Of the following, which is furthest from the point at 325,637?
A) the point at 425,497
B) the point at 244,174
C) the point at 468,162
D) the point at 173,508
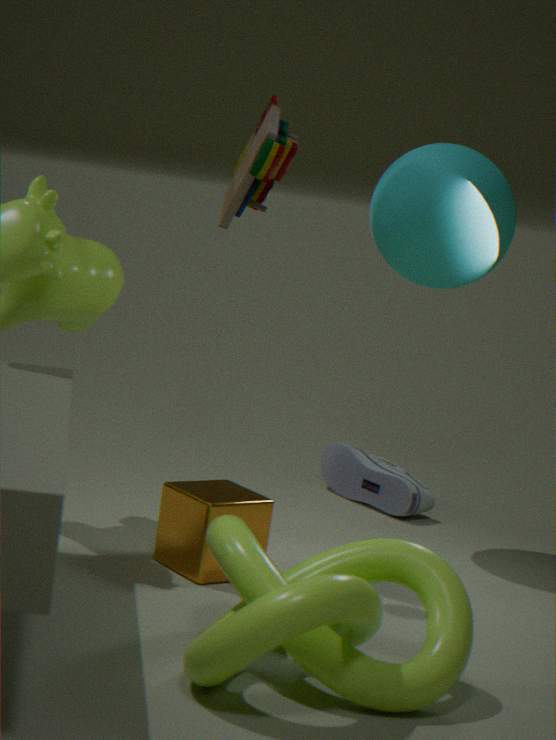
the point at 425,497
